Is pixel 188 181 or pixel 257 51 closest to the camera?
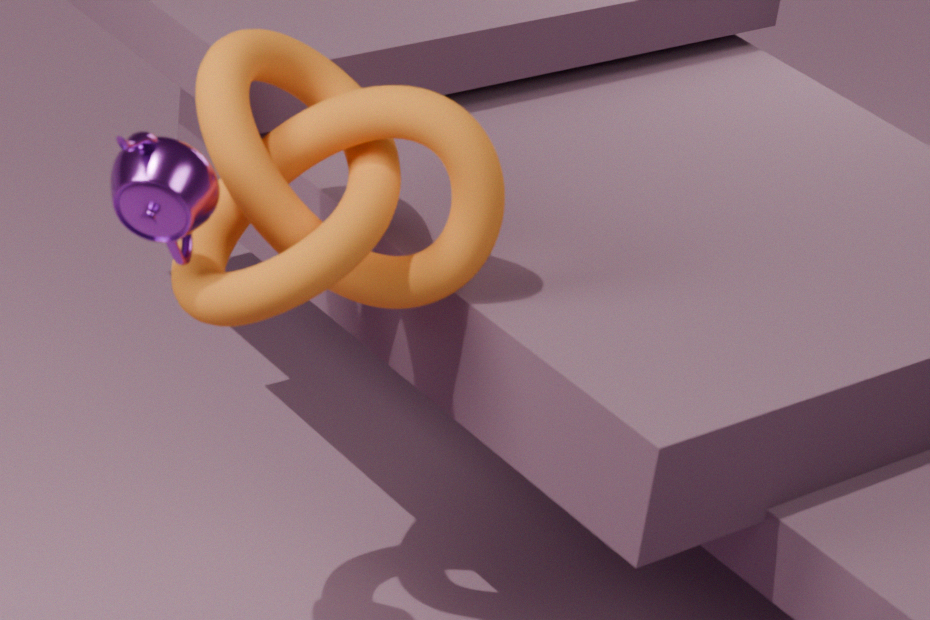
pixel 188 181
